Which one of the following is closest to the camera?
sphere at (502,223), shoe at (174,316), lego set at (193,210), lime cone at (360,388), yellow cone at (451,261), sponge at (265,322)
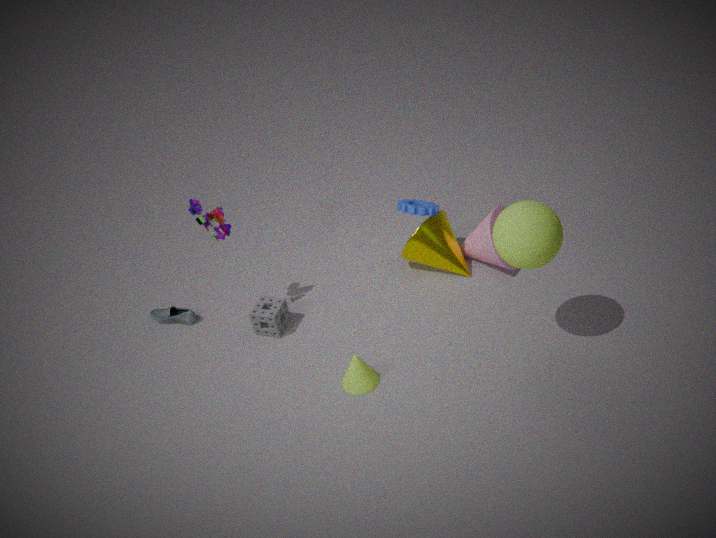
sphere at (502,223)
